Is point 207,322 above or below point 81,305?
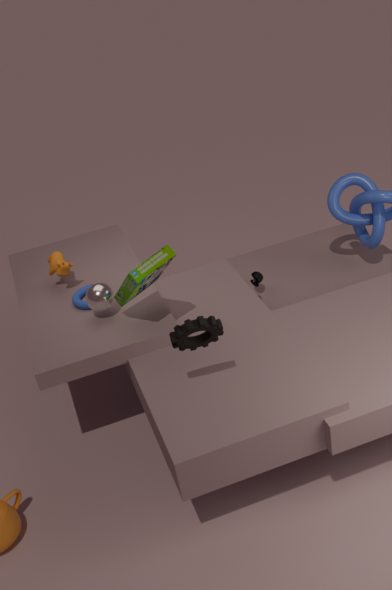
above
